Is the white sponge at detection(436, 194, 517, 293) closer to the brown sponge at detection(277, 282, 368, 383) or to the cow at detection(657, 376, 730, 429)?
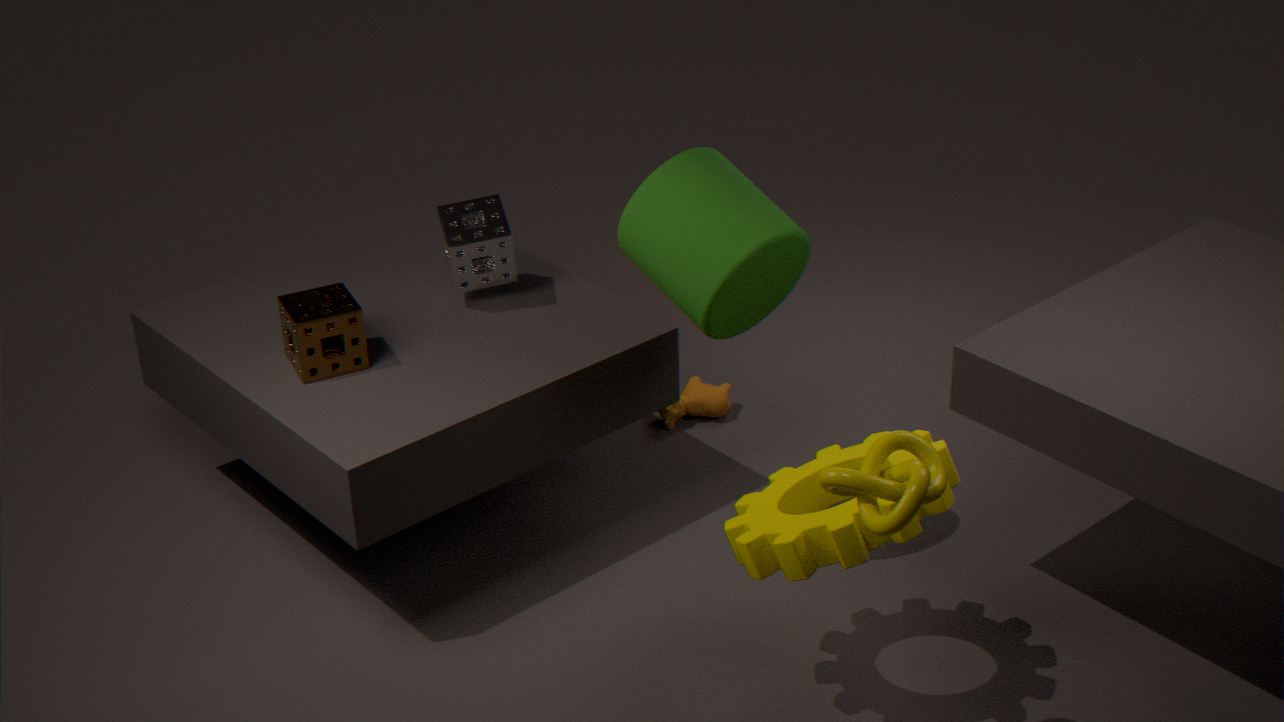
the brown sponge at detection(277, 282, 368, 383)
